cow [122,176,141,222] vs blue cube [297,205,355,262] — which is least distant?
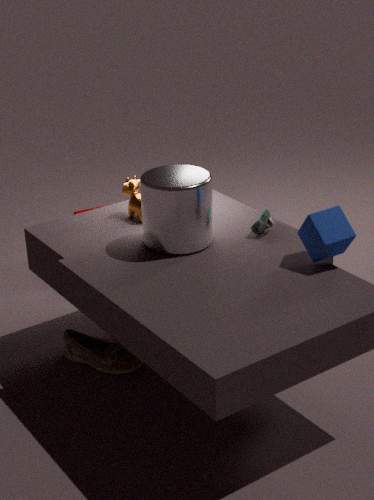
blue cube [297,205,355,262]
